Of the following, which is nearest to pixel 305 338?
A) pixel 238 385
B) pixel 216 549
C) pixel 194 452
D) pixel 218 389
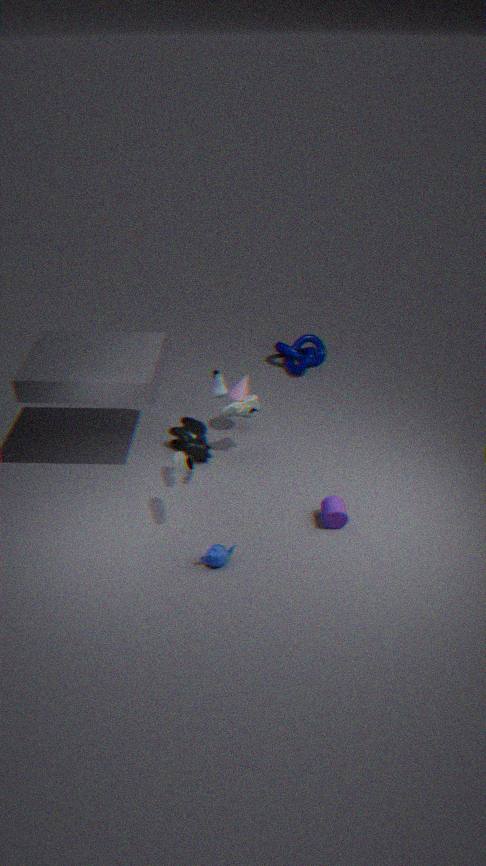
pixel 238 385
